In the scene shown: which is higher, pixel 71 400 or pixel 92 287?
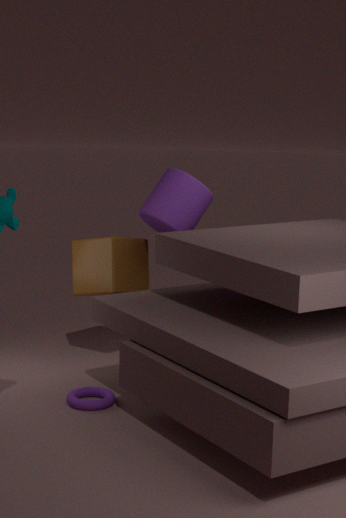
pixel 92 287
